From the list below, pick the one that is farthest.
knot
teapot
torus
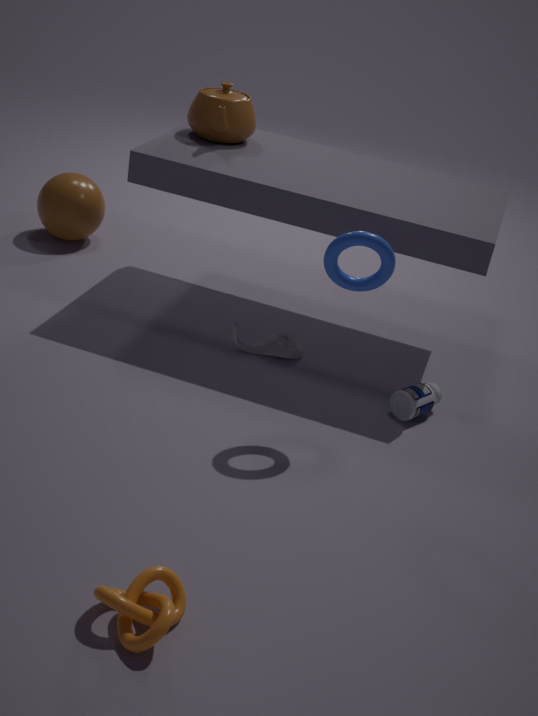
teapot
